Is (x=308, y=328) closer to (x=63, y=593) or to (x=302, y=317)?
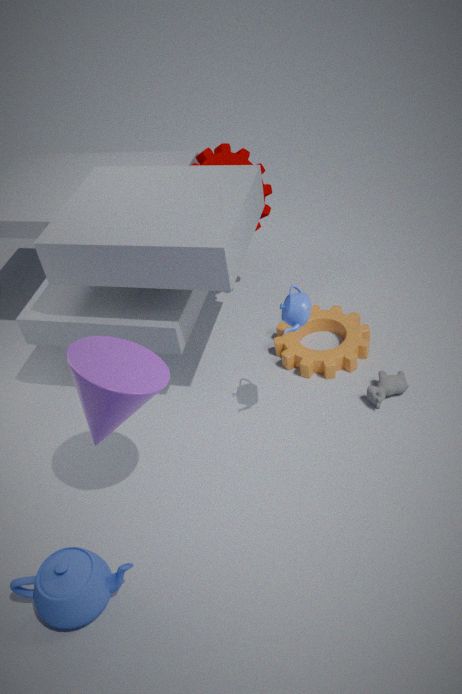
(x=302, y=317)
